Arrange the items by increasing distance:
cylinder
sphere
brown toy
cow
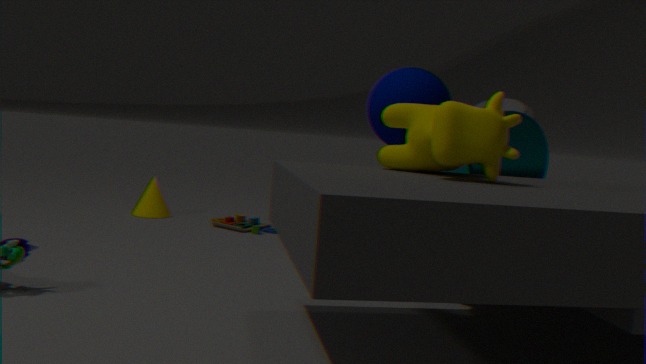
1. cow
2. cylinder
3. sphere
4. brown toy
